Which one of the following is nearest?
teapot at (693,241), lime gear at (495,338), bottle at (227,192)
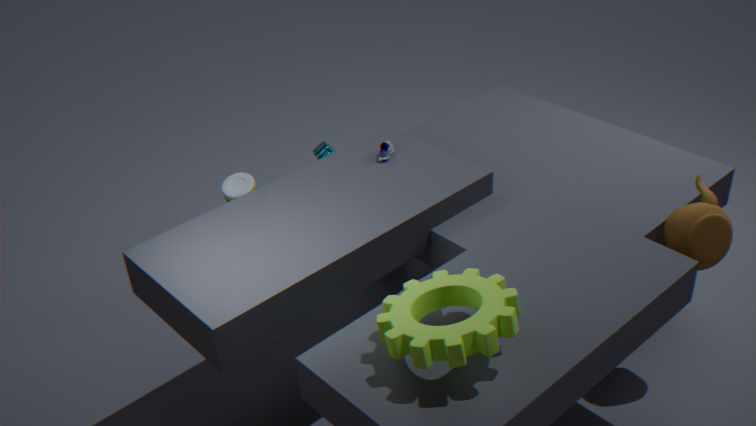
lime gear at (495,338)
